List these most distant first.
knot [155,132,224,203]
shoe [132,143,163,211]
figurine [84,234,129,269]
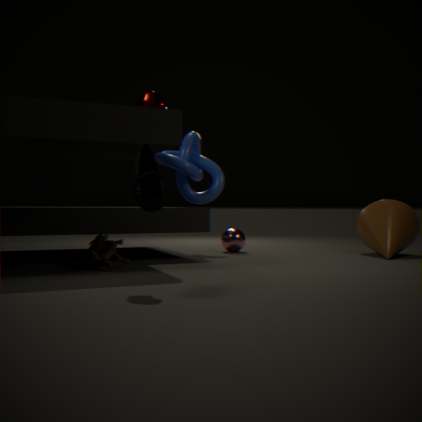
knot [155,132,224,203], figurine [84,234,129,269], shoe [132,143,163,211]
